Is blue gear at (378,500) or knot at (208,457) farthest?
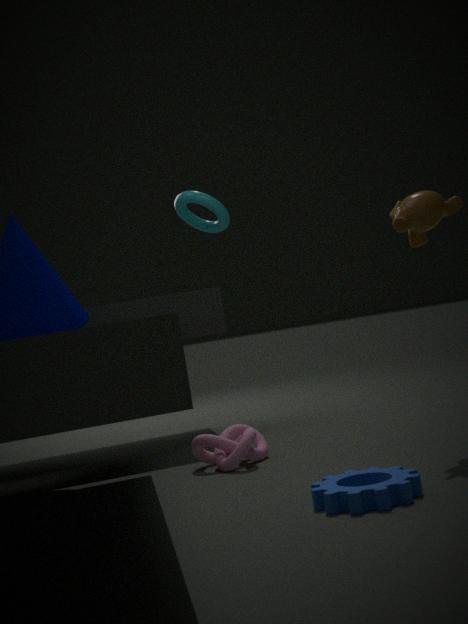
knot at (208,457)
